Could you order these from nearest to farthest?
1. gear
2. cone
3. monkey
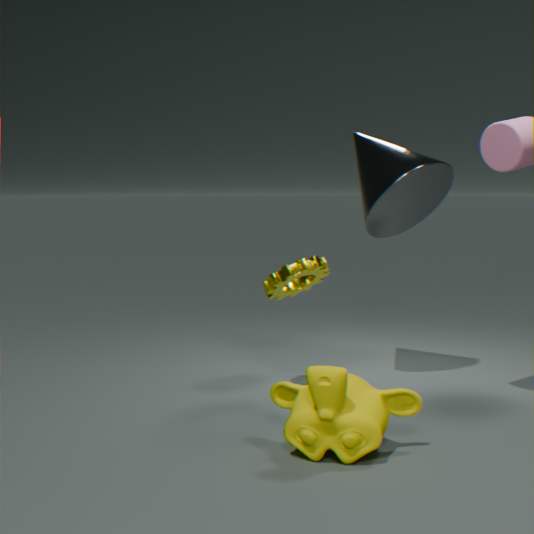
1. monkey
2. gear
3. cone
